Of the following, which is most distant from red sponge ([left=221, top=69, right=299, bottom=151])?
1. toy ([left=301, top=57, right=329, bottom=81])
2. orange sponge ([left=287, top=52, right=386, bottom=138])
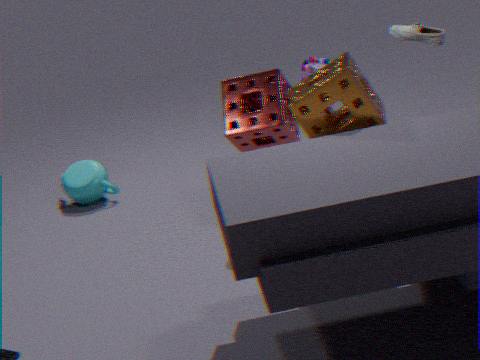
orange sponge ([left=287, top=52, right=386, bottom=138])
